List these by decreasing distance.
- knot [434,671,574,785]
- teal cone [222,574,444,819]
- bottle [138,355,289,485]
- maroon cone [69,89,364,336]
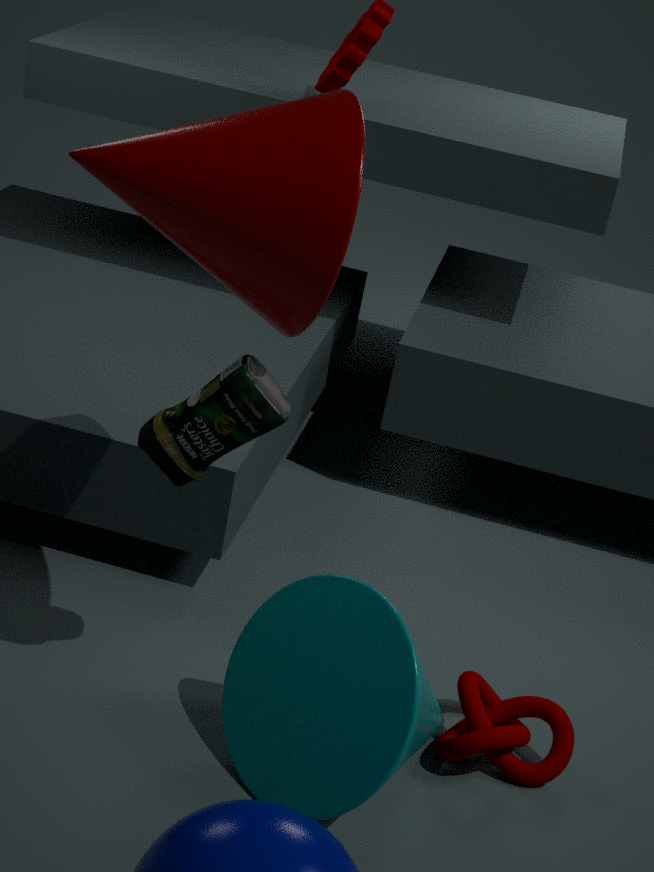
→ knot [434,671,574,785] < bottle [138,355,289,485] < teal cone [222,574,444,819] < maroon cone [69,89,364,336]
